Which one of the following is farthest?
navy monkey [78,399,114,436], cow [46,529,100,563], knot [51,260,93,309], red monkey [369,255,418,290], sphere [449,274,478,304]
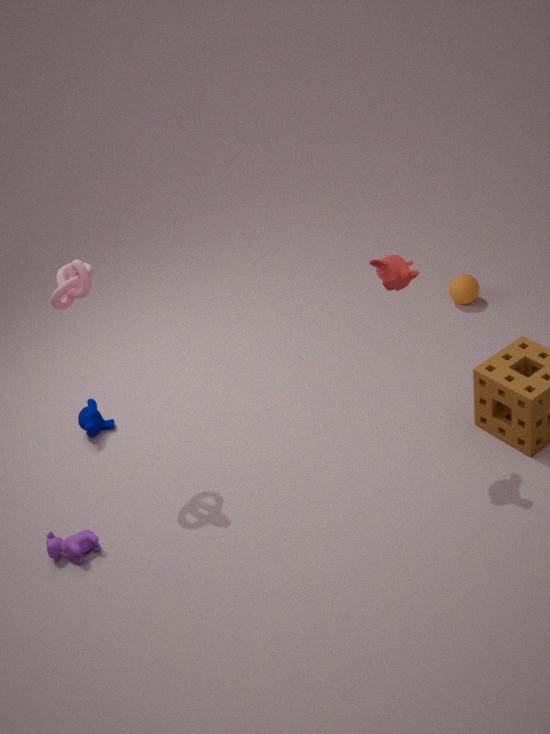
sphere [449,274,478,304]
